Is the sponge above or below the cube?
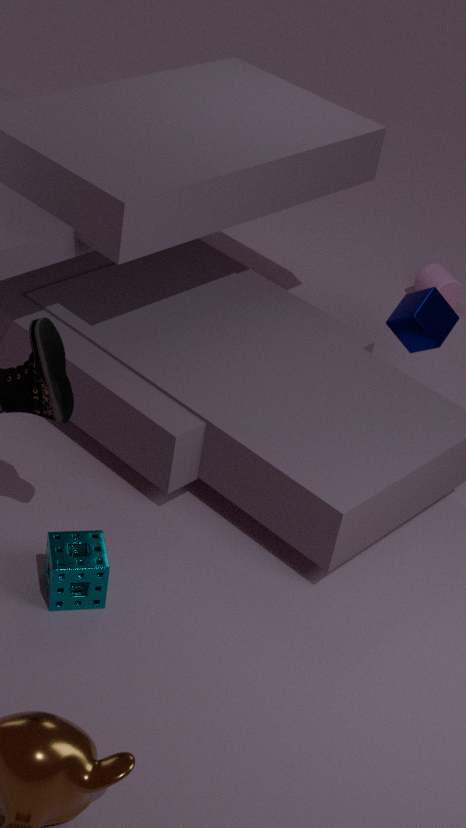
below
